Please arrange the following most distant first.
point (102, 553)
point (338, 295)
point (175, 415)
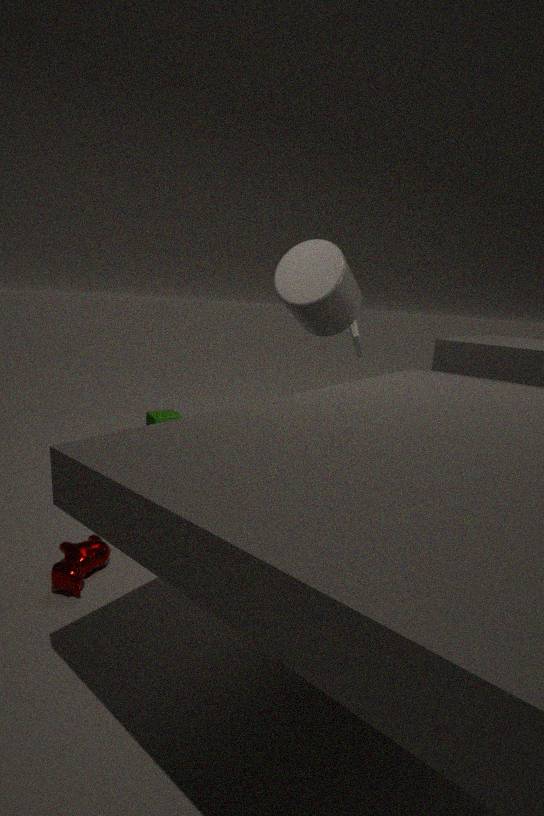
1. point (175, 415)
2. point (338, 295)
3. point (102, 553)
